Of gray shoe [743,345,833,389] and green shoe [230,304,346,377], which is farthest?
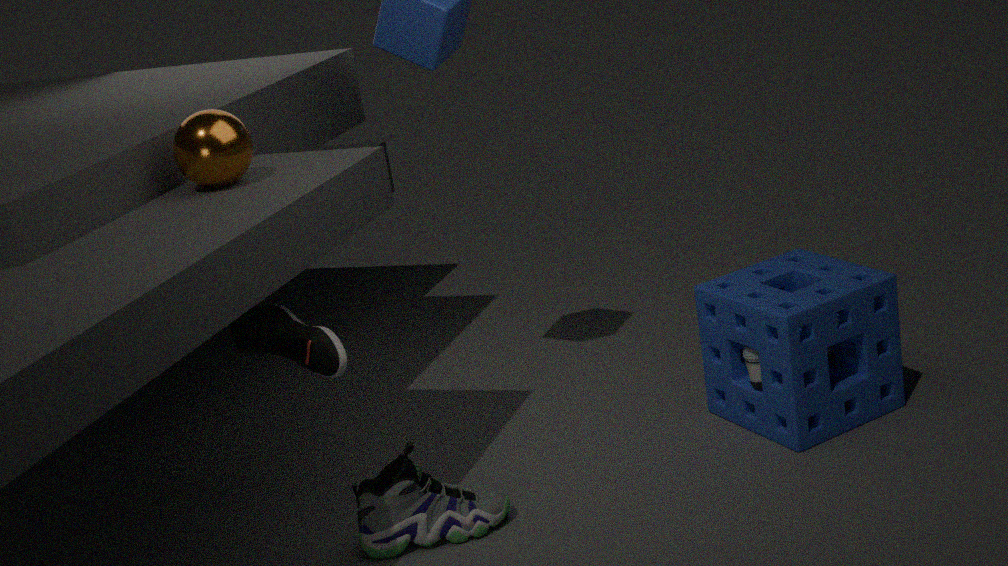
gray shoe [743,345,833,389]
